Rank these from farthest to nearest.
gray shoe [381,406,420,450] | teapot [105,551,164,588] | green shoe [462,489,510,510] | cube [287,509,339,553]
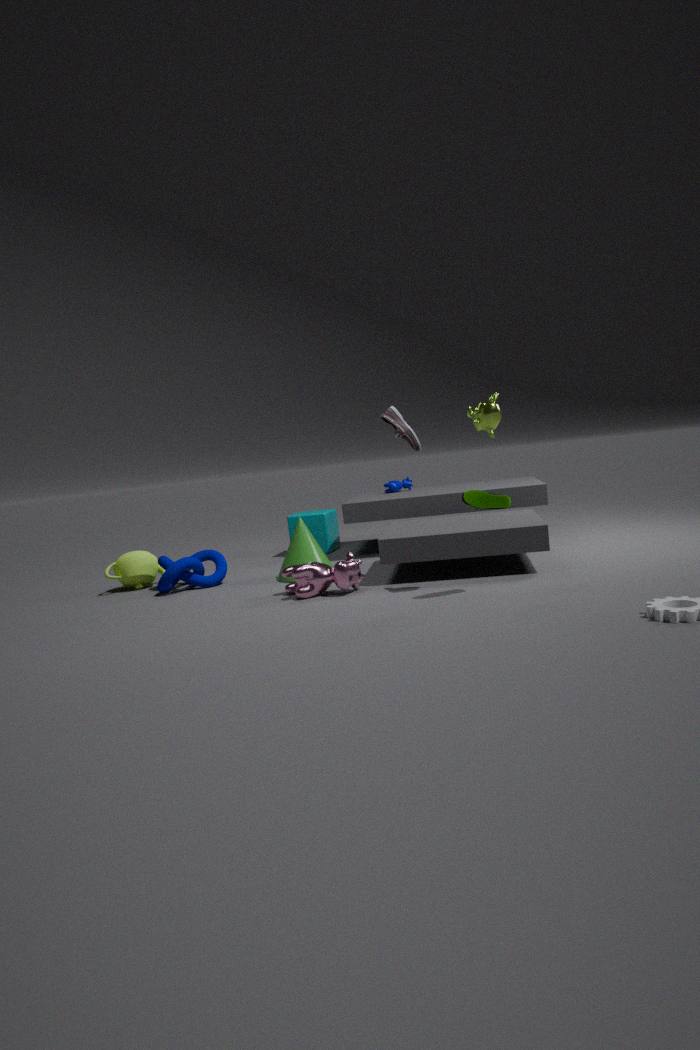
cube [287,509,339,553]
teapot [105,551,164,588]
gray shoe [381,406,420,450]
green shoe [462,489,510,510]
